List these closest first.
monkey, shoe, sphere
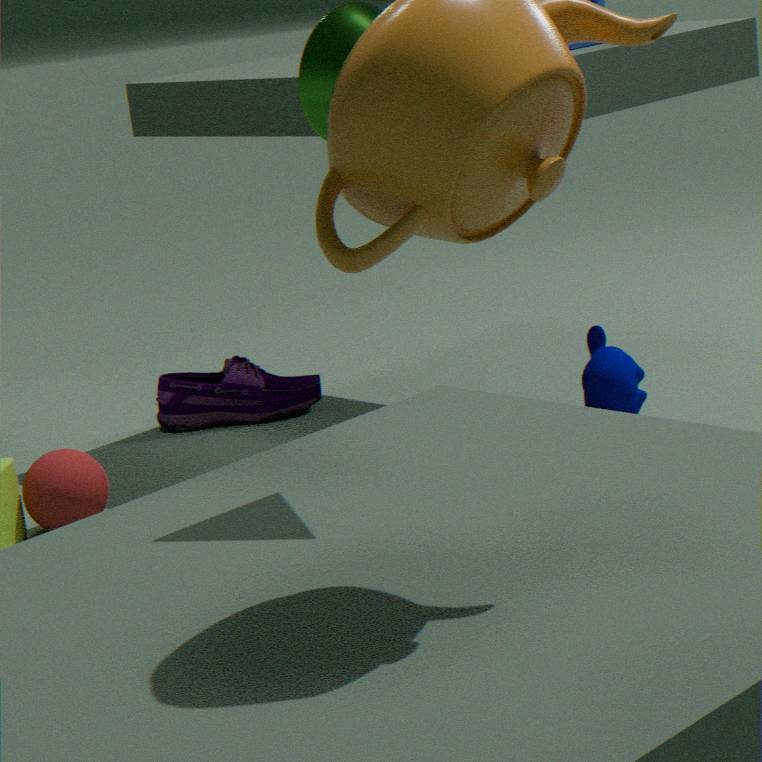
1. sphere
2. monkey
3. shoe
